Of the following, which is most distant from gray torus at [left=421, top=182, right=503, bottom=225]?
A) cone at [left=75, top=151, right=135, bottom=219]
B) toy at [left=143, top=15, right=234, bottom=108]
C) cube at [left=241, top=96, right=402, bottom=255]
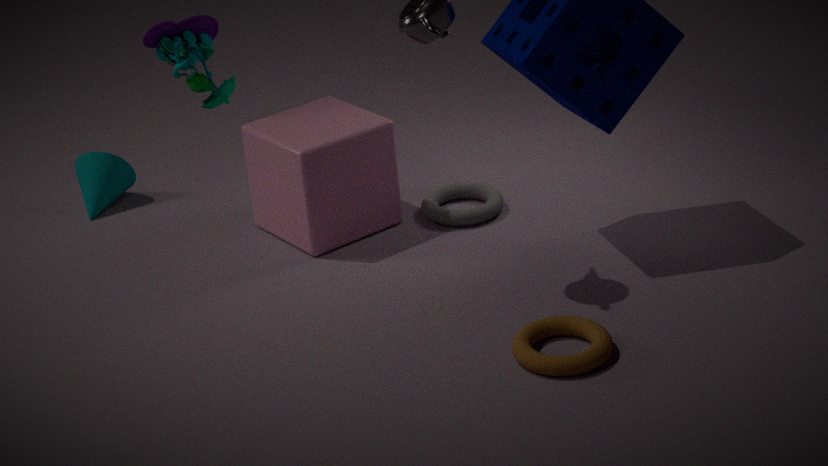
cone at [left=75, top=151, right=135, bottom=219]
